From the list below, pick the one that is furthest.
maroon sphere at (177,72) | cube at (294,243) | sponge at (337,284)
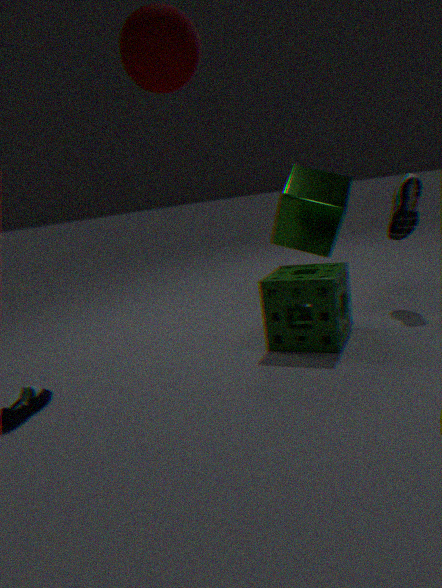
cube at (294,243)
